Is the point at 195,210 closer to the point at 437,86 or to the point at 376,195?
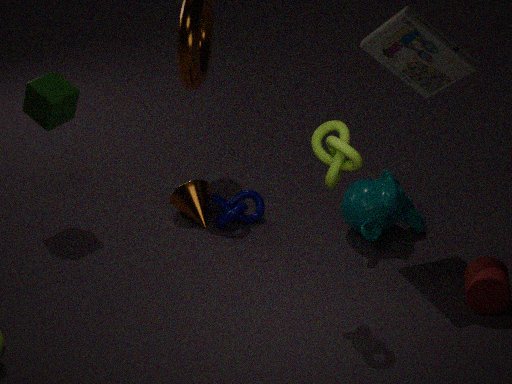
the point at 376,195
